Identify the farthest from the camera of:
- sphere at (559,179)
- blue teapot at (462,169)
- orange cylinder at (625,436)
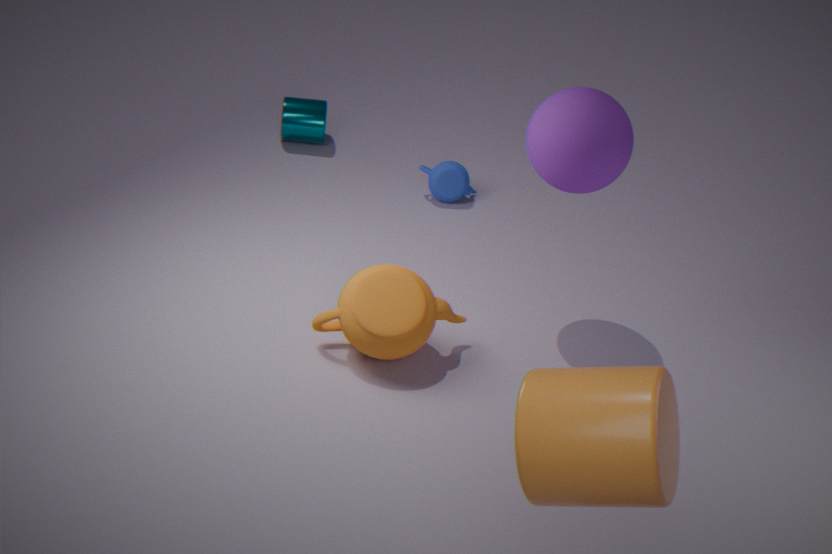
blue teapot at (462,169)
